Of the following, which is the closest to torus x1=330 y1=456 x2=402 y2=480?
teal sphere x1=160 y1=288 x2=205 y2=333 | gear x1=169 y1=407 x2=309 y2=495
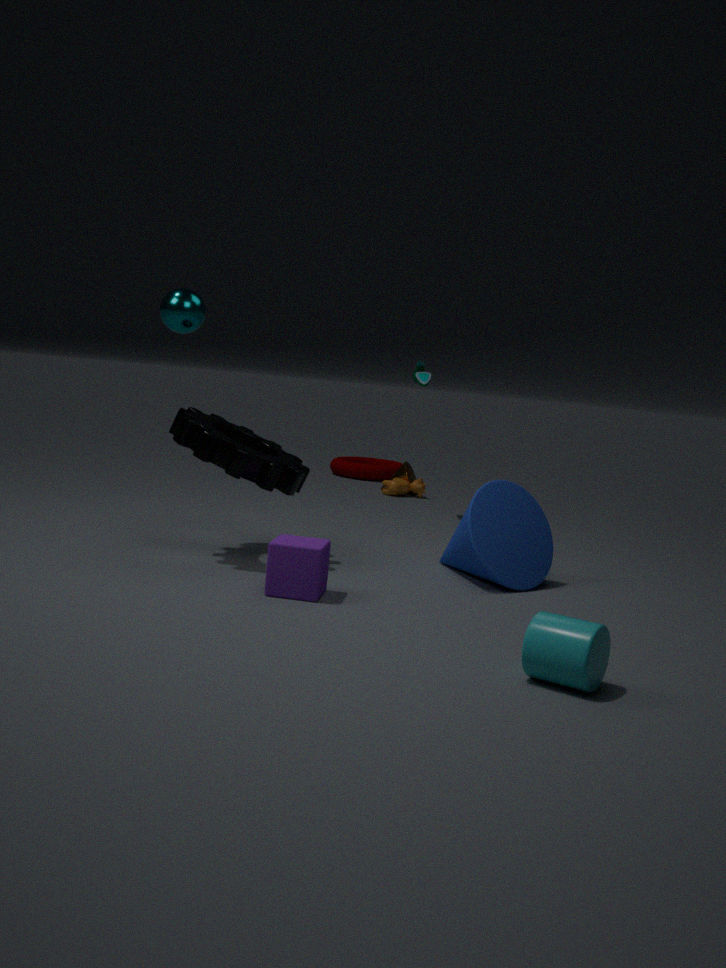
gear x1=169 y1=407 x2=309 y2=495
